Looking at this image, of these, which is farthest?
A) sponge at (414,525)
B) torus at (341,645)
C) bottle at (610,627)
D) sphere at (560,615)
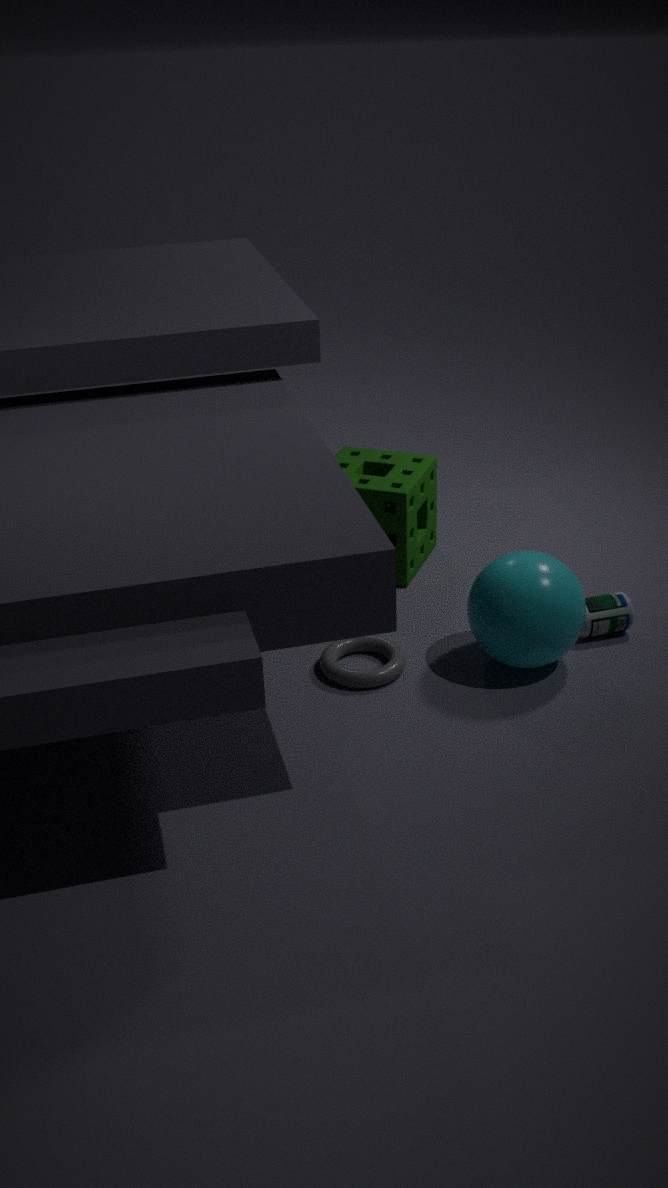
sponge at (414,525)
